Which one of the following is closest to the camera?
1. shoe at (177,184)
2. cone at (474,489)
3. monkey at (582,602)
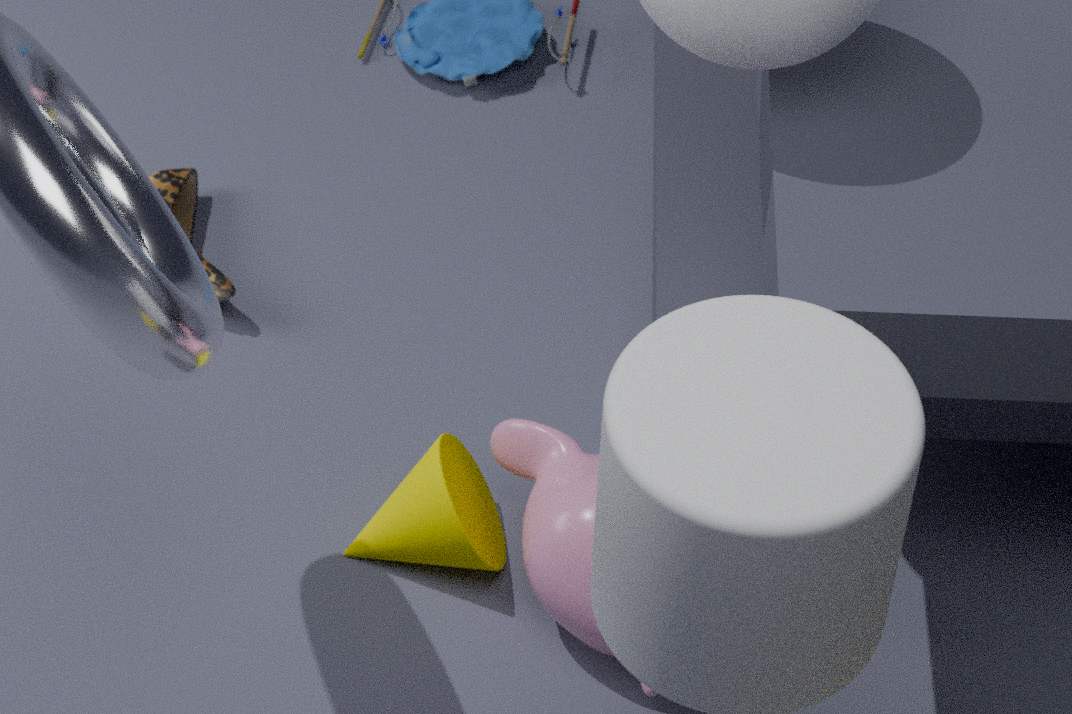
monkey at (582,602)
